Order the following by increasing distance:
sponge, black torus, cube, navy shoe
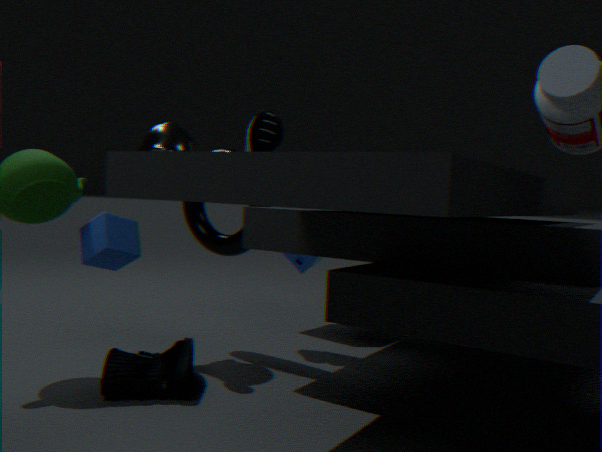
navy shoe
cube
black torus
sponge
